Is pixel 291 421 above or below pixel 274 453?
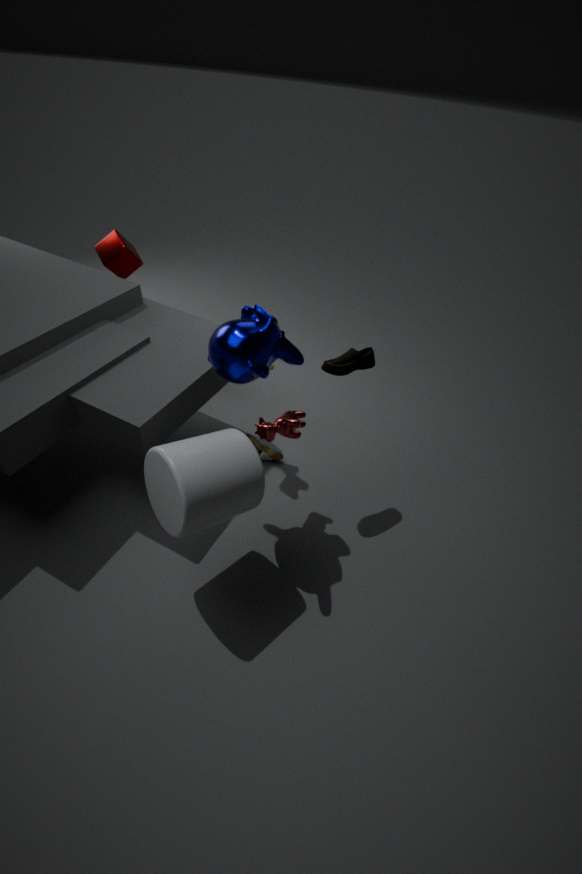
above
